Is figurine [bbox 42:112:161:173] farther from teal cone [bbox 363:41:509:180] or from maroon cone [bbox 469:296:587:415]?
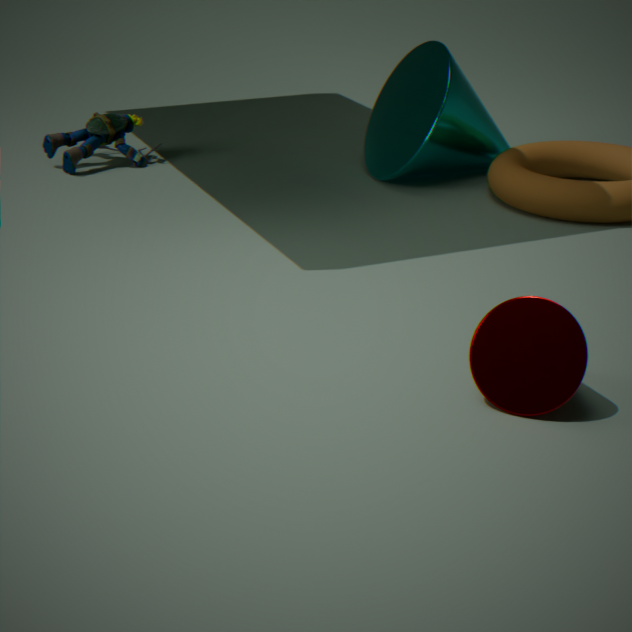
maroon cone [bbox 469:296:587:415]
